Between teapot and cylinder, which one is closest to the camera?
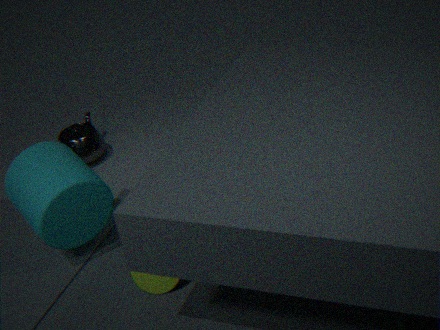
cylinder
